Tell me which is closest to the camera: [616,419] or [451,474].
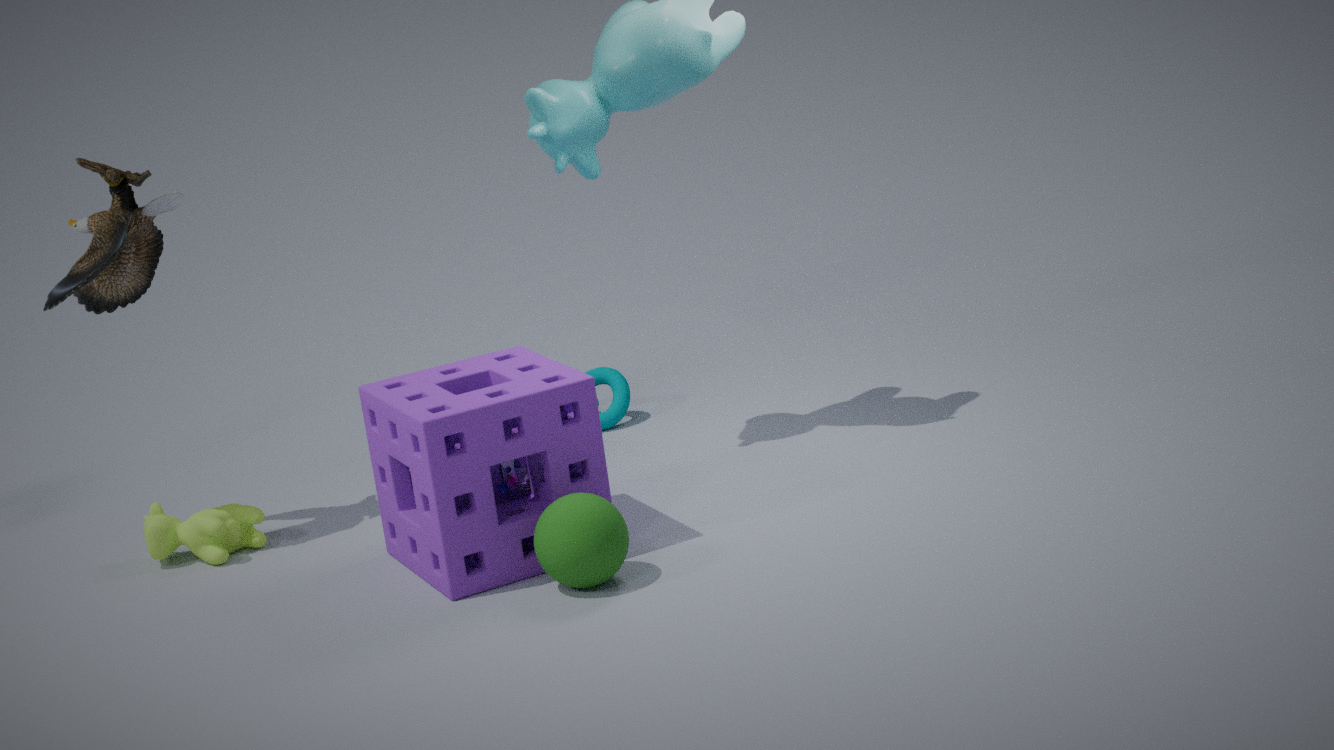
[451,474]
